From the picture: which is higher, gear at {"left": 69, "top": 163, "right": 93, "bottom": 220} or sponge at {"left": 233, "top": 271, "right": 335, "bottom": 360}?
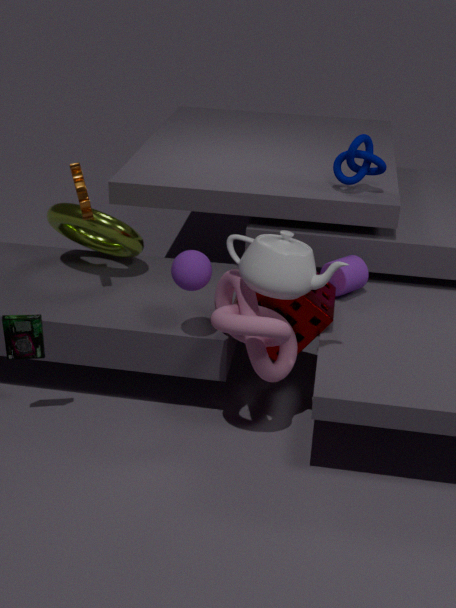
gear at {"left": 69, "top": 163, "right": 93, "bottom": 220}
